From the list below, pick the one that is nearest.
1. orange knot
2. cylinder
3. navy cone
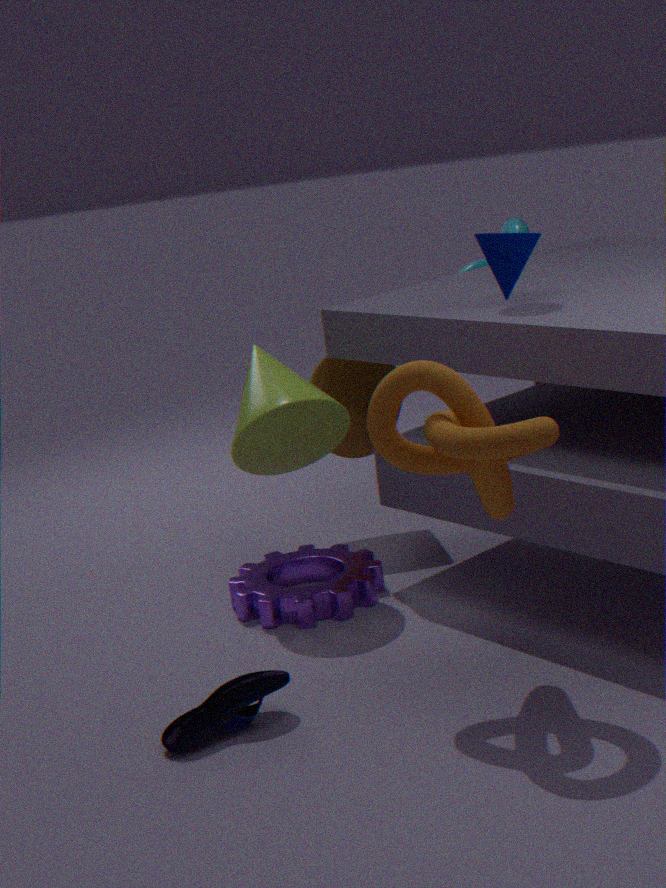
orange knot
